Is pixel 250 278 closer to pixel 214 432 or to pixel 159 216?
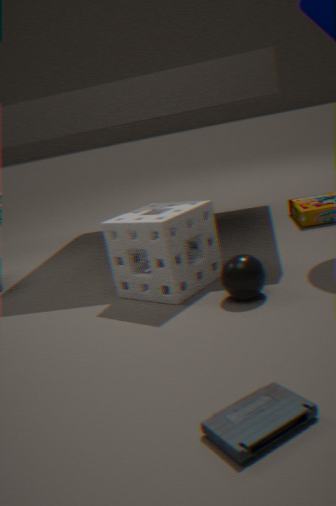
pixel 159 216
